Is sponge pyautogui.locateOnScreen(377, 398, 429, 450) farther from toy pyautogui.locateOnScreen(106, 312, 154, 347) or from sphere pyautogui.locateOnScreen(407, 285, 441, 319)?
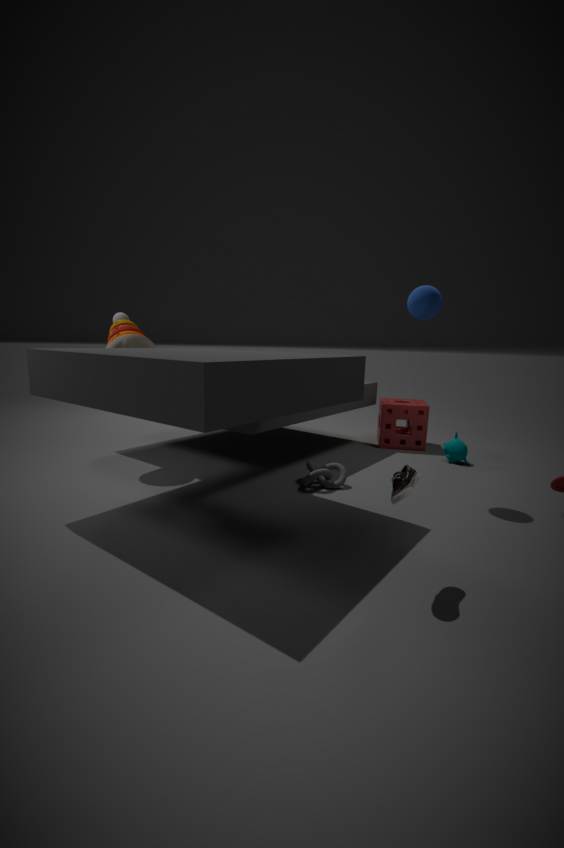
toy pyautogui.locateOnScreen(106, 312, 154, 347)
